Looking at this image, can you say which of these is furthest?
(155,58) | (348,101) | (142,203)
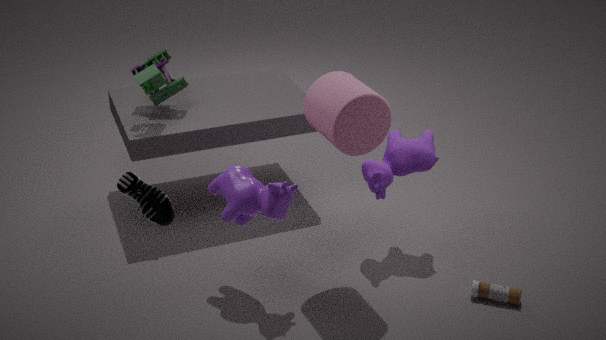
(155,58)
